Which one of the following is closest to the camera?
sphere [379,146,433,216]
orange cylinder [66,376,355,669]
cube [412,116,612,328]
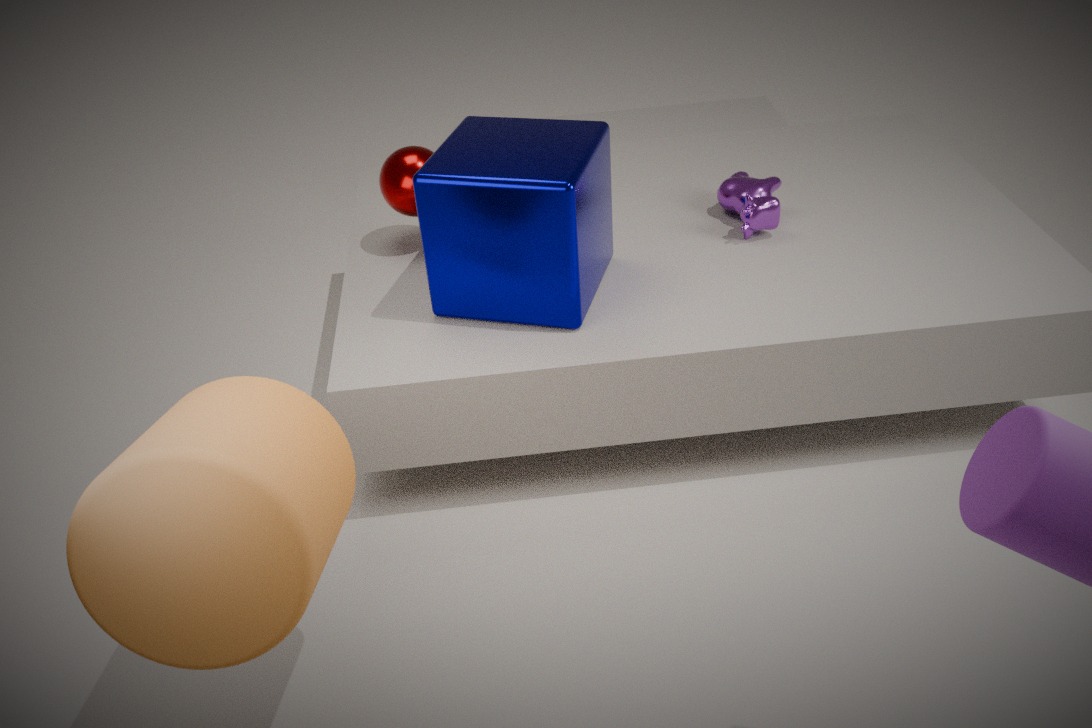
orange cylinder [66,376,355,669]
